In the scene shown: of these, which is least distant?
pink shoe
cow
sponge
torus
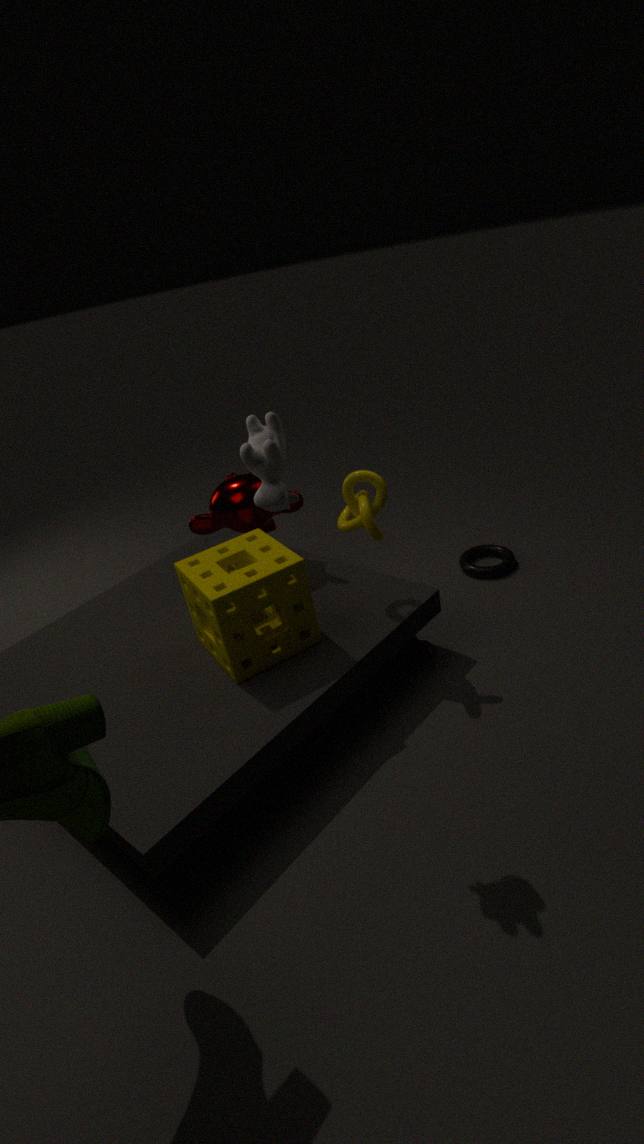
cow
